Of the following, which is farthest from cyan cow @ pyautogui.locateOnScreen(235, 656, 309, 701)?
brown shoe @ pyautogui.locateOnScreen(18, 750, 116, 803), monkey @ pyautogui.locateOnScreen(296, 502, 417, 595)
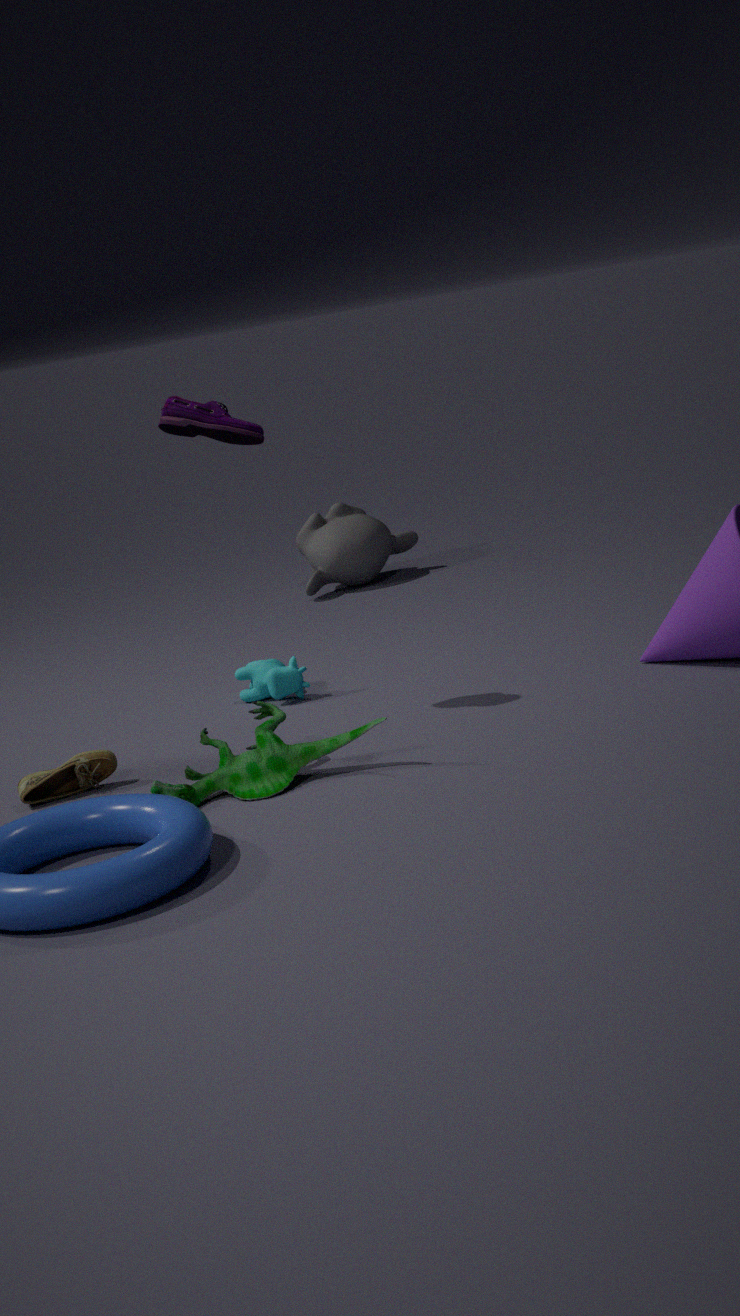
monkey @ pyautogui.locateOnScreen(296, 502, 417, 595)
